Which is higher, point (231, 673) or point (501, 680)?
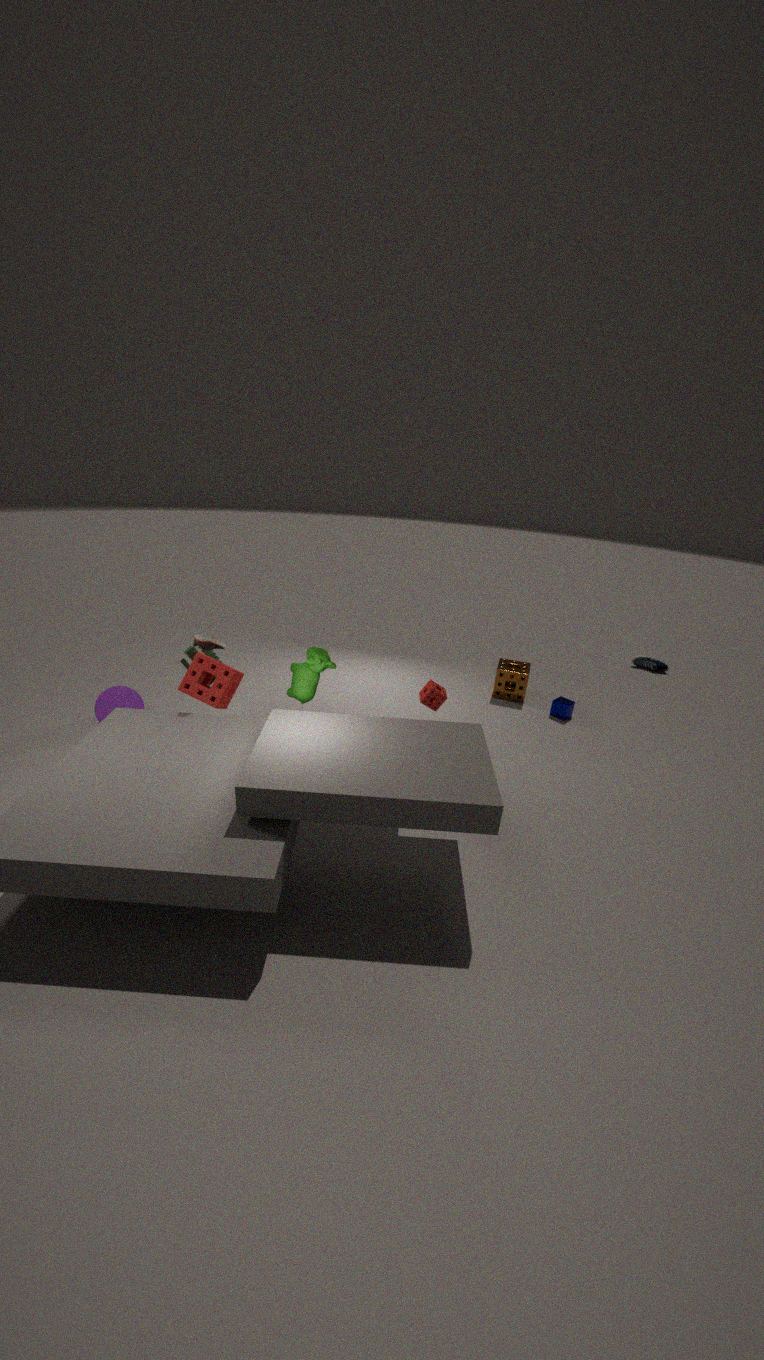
point (231, 673)
